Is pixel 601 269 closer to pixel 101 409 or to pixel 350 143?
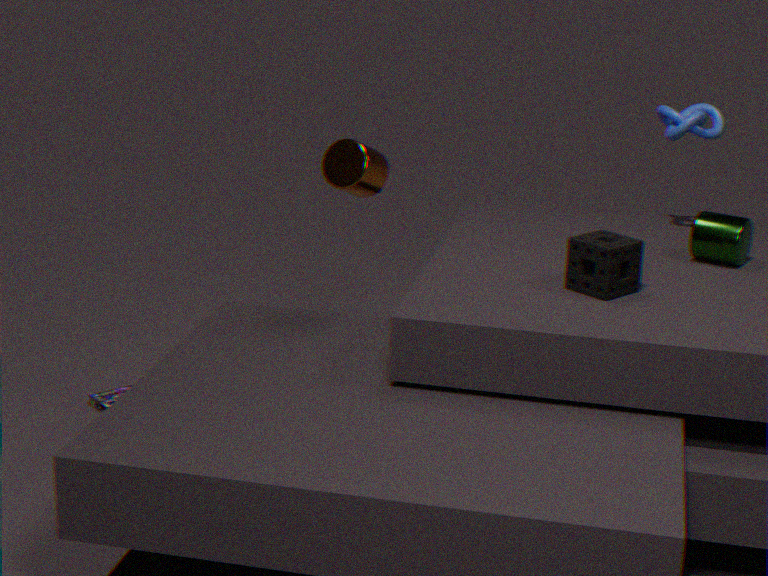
pixel 350 143
